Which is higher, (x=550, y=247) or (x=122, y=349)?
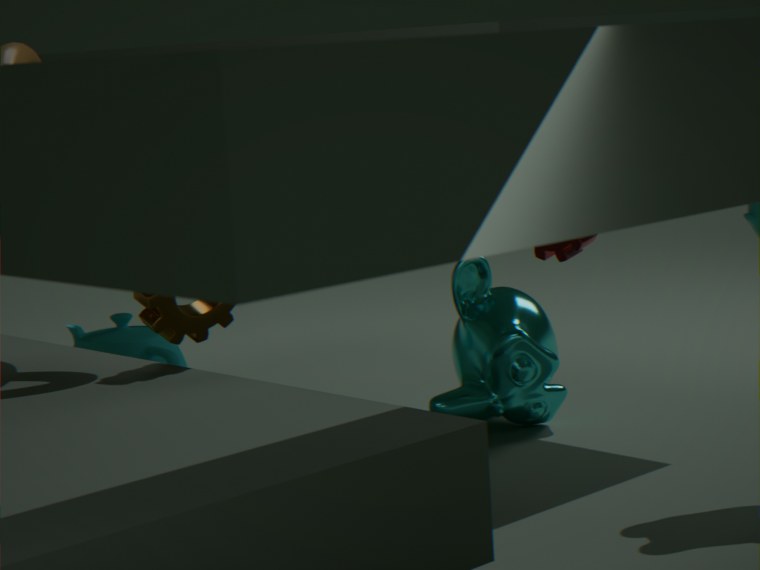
(x=550, y=247)
